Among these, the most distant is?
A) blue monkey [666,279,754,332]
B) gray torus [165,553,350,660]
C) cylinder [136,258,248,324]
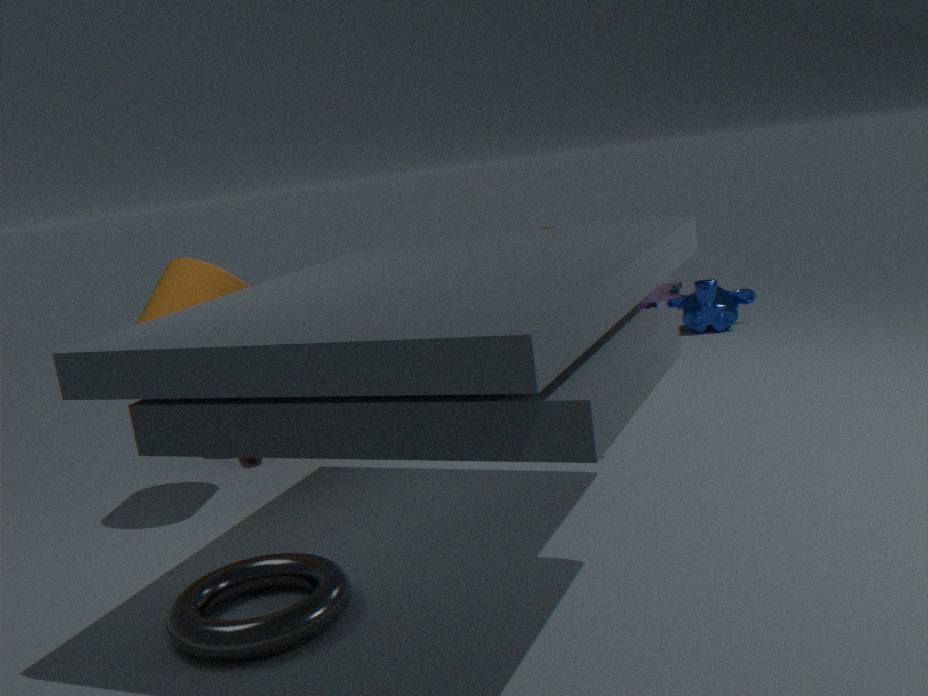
blue monkey [666,279,754,332]
